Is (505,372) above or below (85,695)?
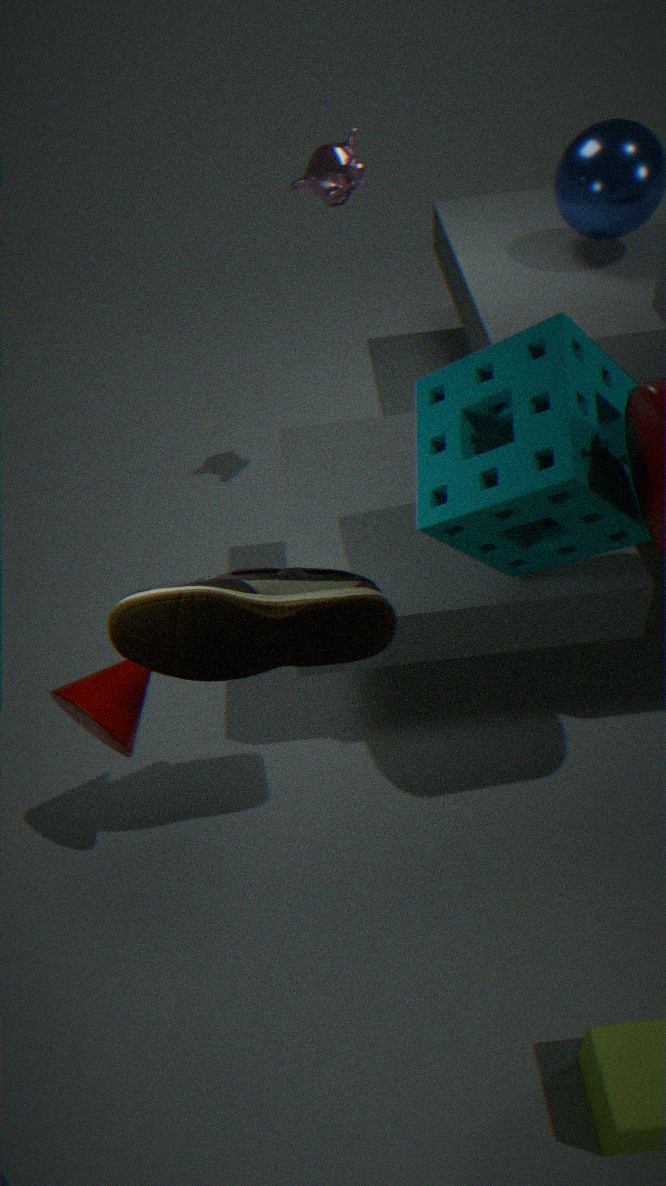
above
